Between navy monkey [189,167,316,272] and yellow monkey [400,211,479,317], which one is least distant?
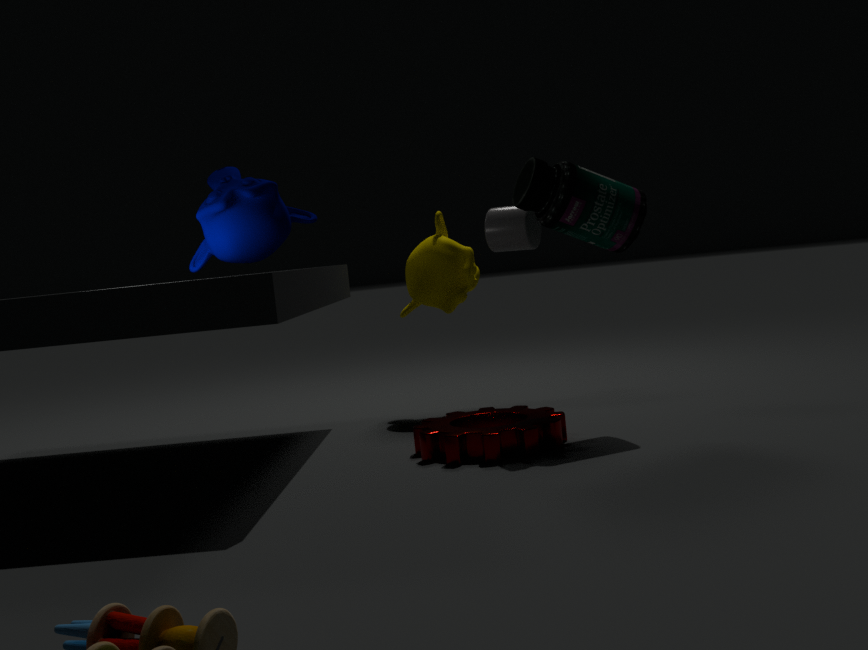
navy monkey [189,167,316,272]
